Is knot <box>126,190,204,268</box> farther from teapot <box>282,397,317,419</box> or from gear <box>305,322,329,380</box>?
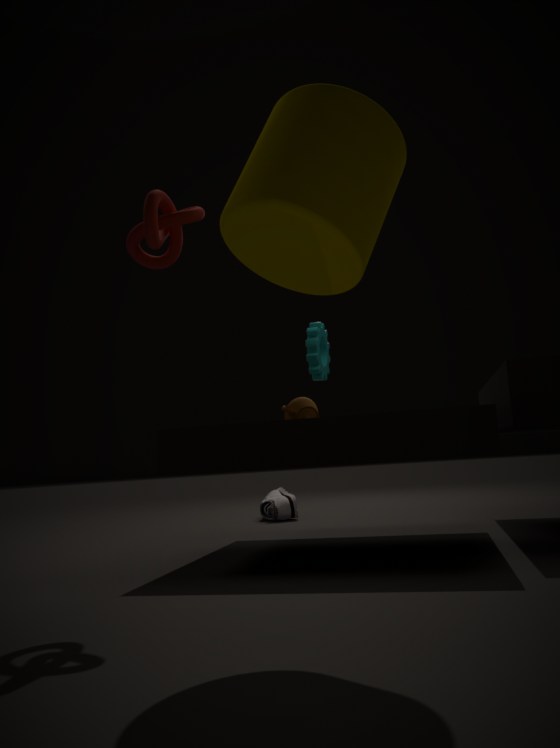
teapot <box>282,397,317,419</box>
